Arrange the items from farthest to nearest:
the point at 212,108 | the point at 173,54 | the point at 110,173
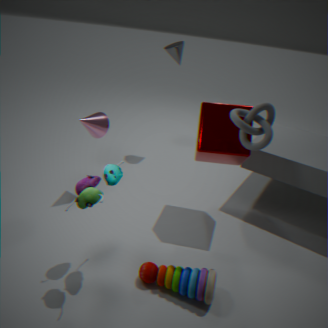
the point at 173,54, the point at 212,108, the point at 110,173
